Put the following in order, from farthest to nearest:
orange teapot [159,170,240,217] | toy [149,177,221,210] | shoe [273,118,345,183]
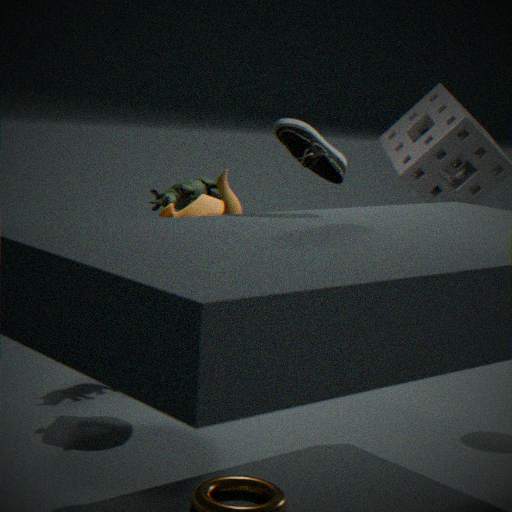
toy [149,177,221,210] → orange teapot [159,170,240,217] → shoe [273,118,345,183]
